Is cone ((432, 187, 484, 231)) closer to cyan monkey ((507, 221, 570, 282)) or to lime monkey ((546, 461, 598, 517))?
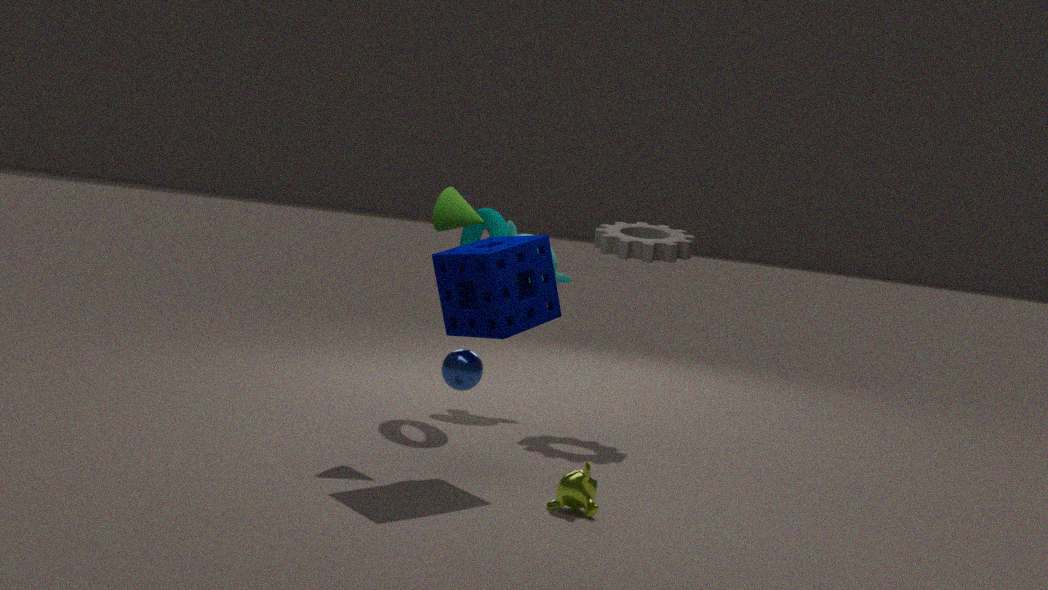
cyan monkey ((507, 221, 570, 282))
